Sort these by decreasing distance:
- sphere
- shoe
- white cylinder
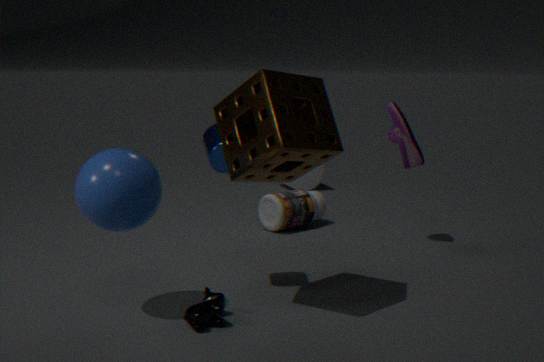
white cylinder < shoe < sphere
